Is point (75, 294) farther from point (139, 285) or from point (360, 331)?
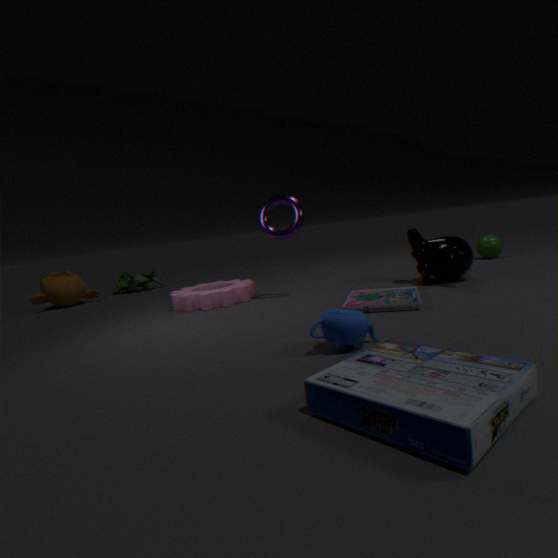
point (360, 331)
